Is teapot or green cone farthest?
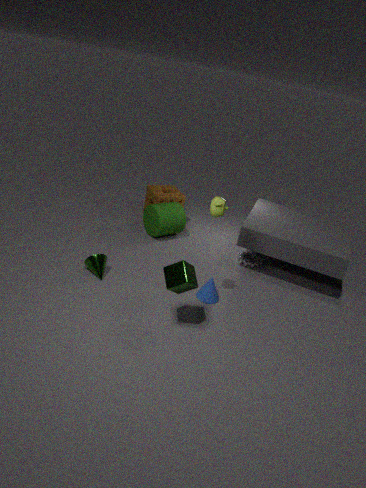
green cone
